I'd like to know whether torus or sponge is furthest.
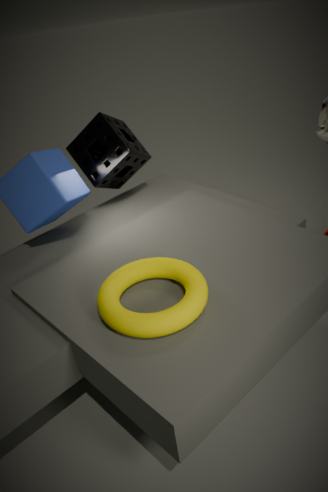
sponge
